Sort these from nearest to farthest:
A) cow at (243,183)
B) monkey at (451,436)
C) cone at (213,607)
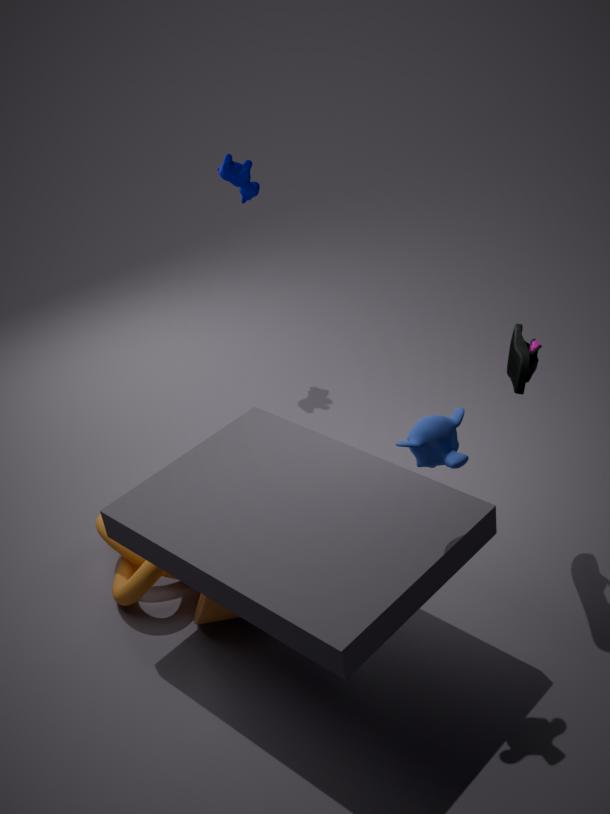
1. monkey at (451,436)
2. cone at (213,607)
3. cow at (243,183)
